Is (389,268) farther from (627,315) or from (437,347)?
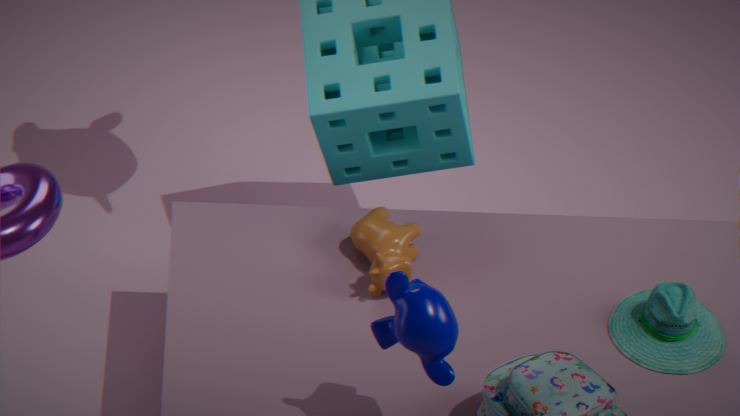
(627,315)
